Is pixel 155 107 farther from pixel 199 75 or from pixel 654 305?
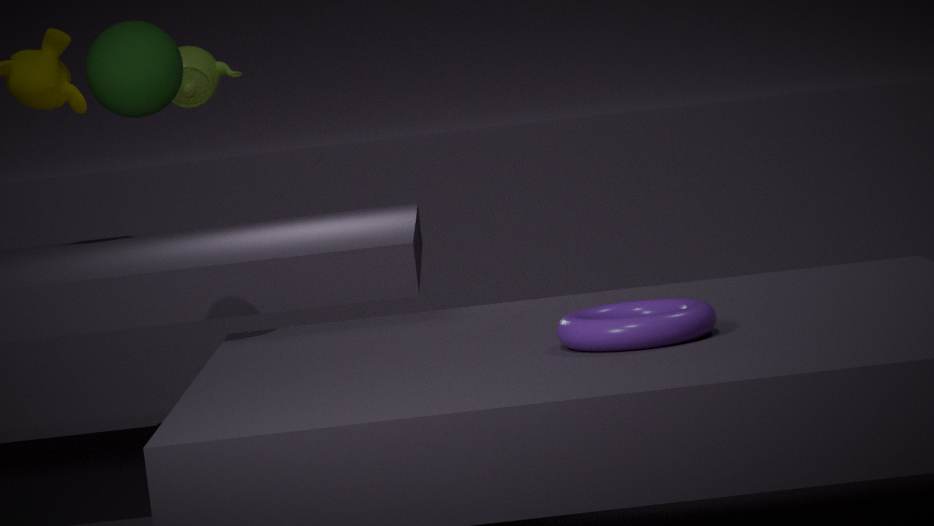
pixel 199 75
